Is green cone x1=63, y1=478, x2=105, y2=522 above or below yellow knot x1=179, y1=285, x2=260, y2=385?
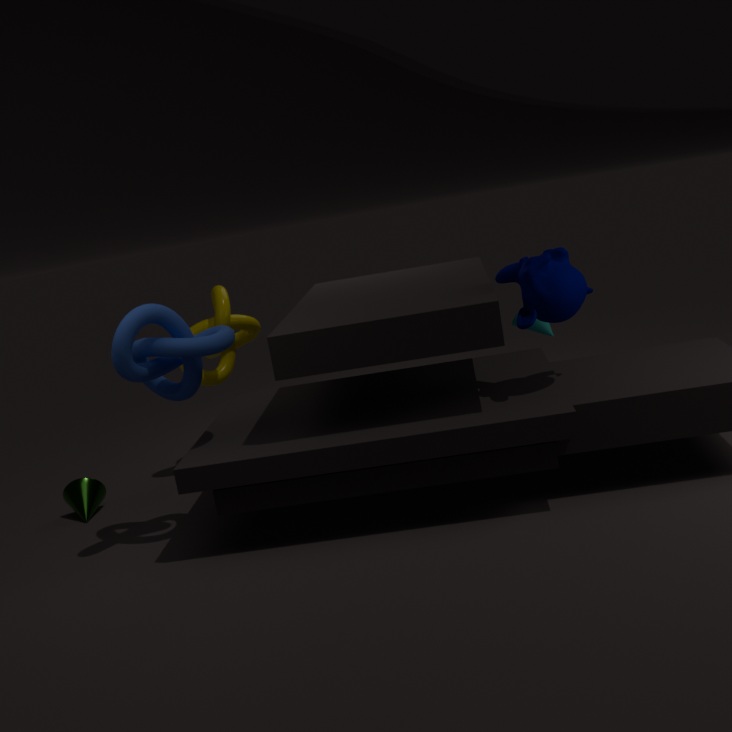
below
